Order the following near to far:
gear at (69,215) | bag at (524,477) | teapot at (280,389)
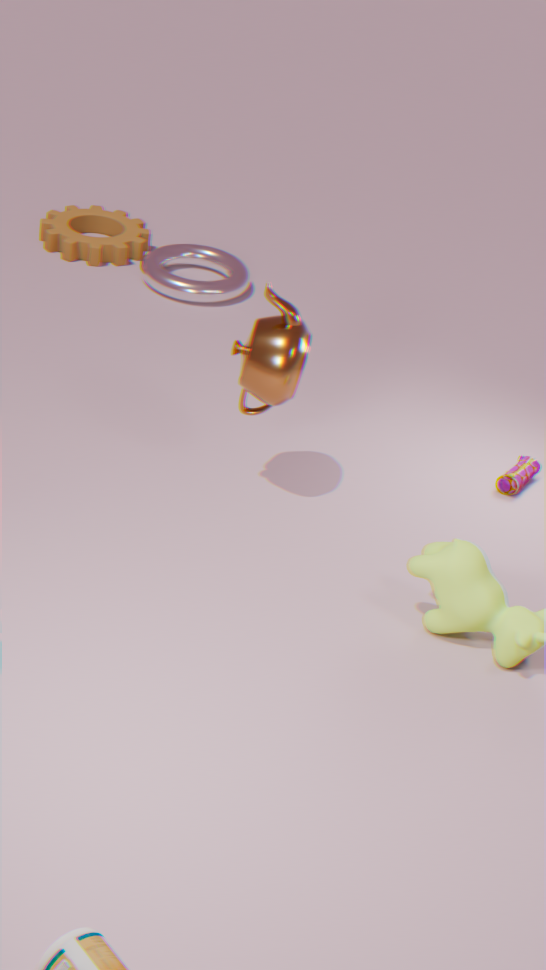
teapot at (280,389) → bag at (524,477) → gear at (69,215)
